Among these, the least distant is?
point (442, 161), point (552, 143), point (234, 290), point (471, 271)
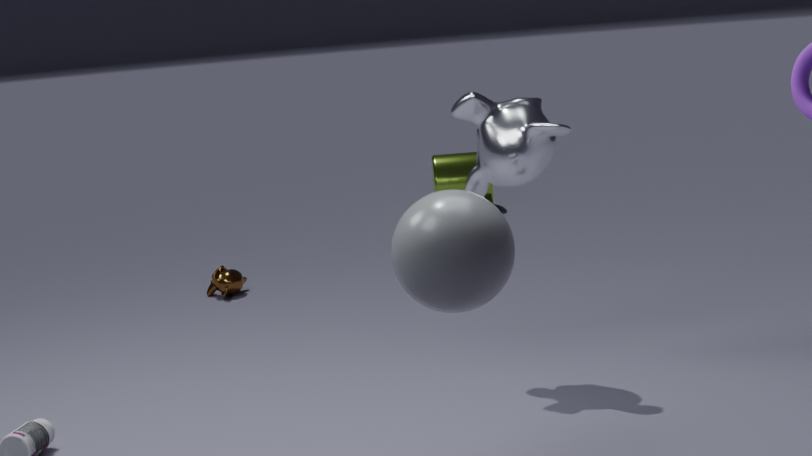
point (471, 271)
